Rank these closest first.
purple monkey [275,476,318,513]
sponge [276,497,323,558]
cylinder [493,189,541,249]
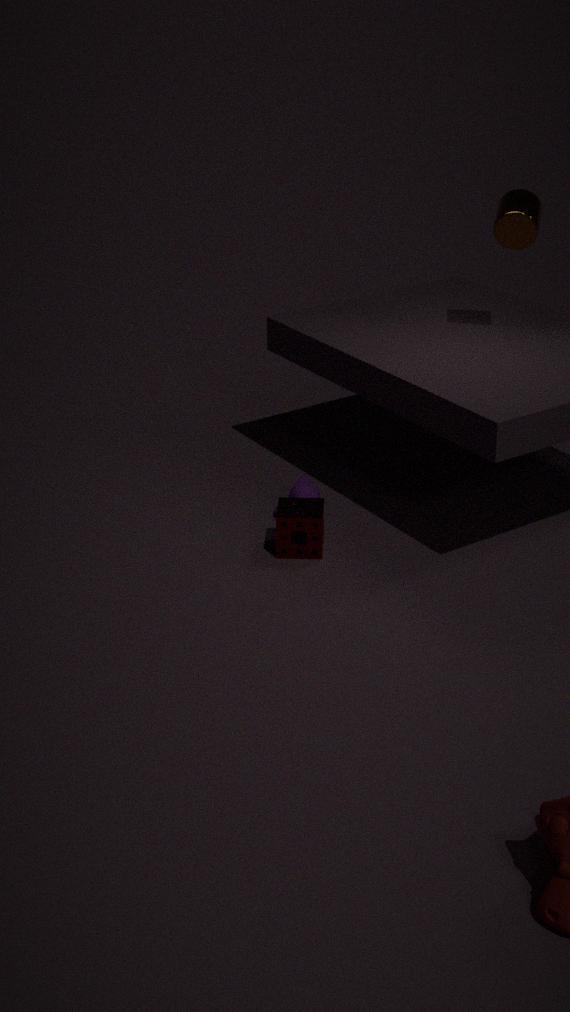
1. sponge [276,497,323,558]
2. cylinder [493,189,541,249]
3. purple monkey [275,476,318,513]
